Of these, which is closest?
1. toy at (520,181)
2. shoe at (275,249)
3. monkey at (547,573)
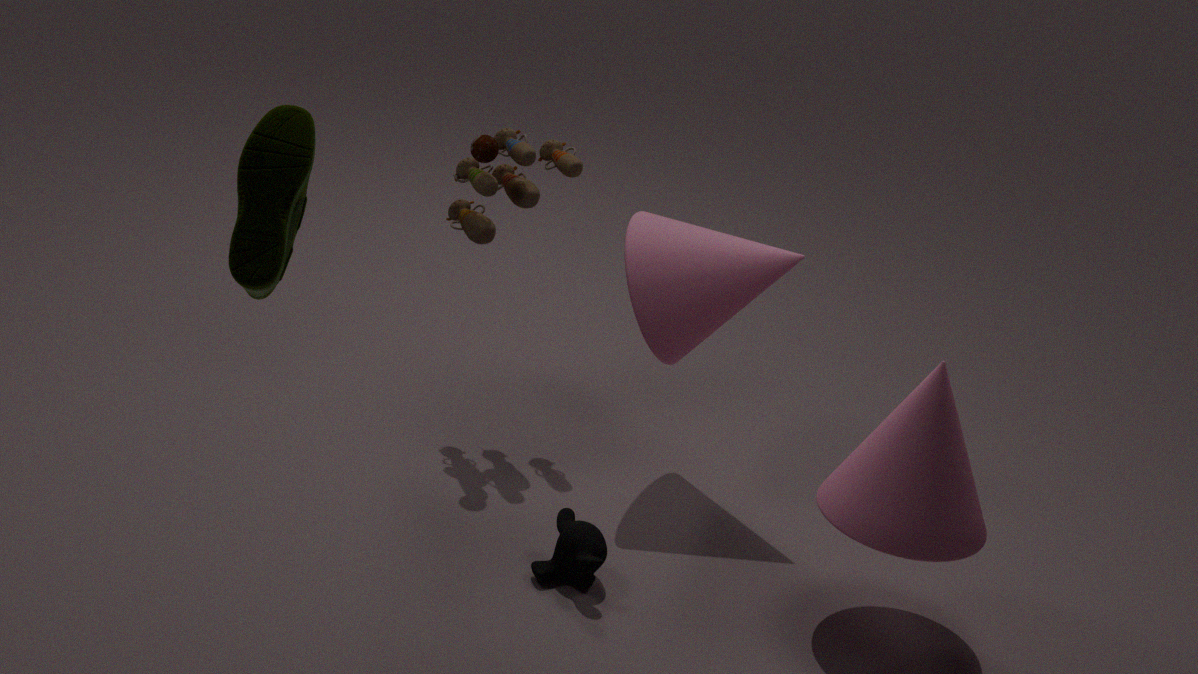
shoe at (275,249)
